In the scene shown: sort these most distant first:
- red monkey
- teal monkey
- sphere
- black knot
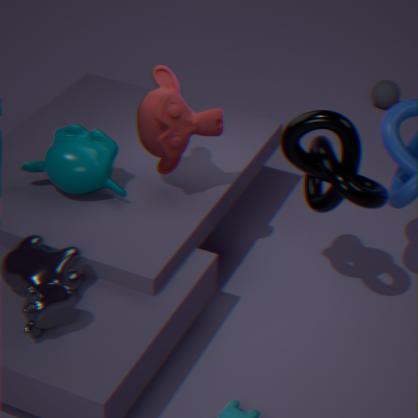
sphere < teal monkey < red monkey < black knot
